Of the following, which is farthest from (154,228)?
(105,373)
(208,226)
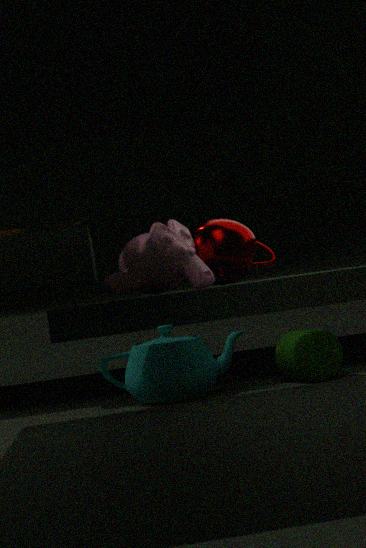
(105,373)
